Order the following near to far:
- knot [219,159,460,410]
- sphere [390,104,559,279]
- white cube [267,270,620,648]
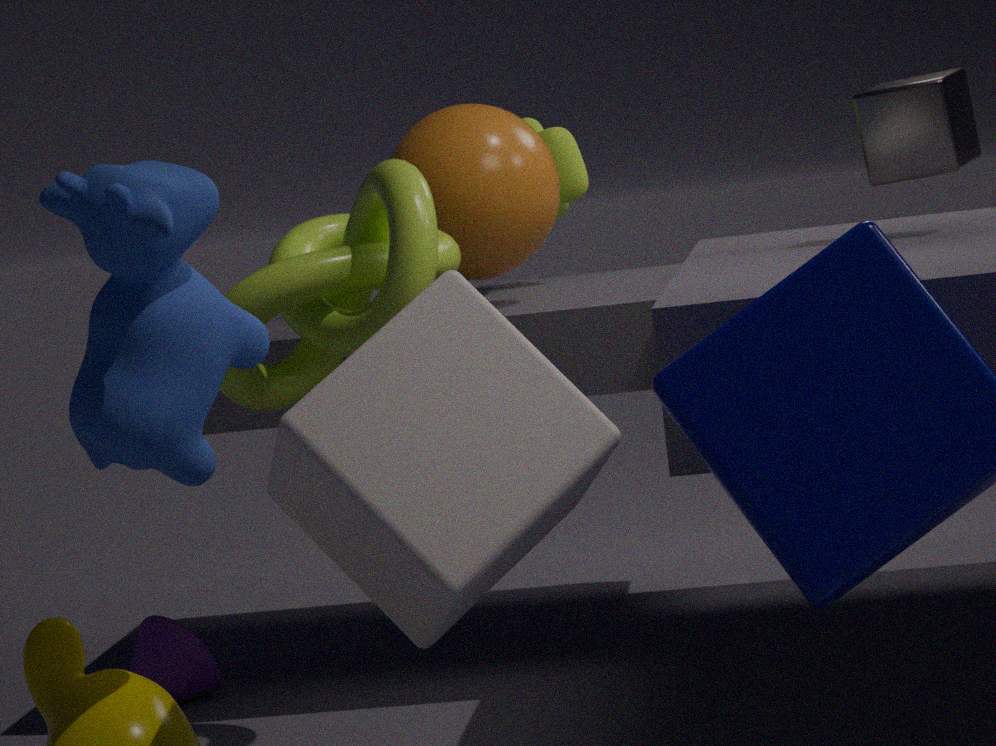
white cube [267,270,620,648]
knot [219,159,460,410]
sphere [390,104,559,279]
